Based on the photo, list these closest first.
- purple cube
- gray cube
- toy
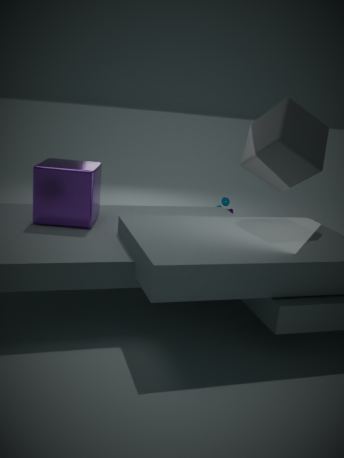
1. gray cube
2. purple cube
3. toy
